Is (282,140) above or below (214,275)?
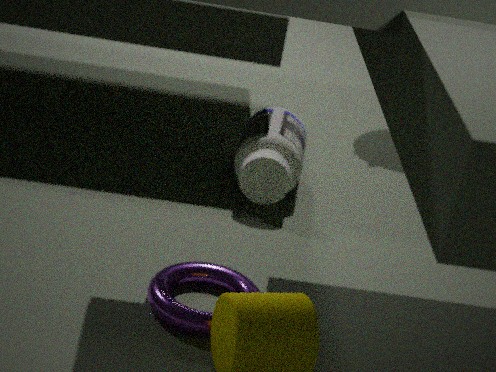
above
